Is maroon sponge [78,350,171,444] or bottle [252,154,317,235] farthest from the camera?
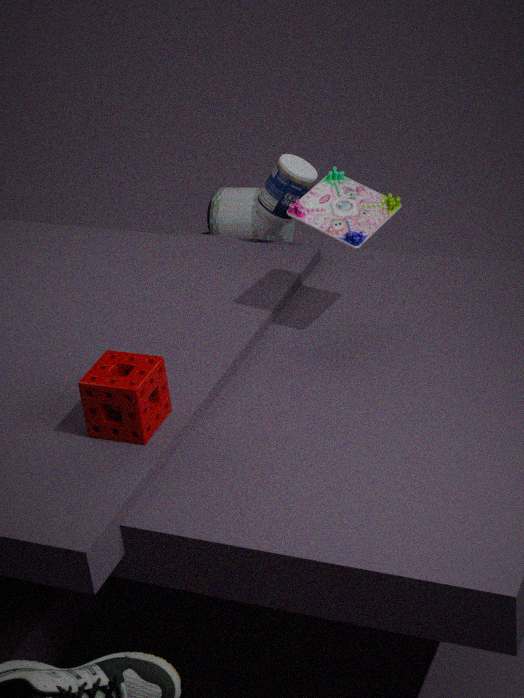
bottle [252,154,317,235]
